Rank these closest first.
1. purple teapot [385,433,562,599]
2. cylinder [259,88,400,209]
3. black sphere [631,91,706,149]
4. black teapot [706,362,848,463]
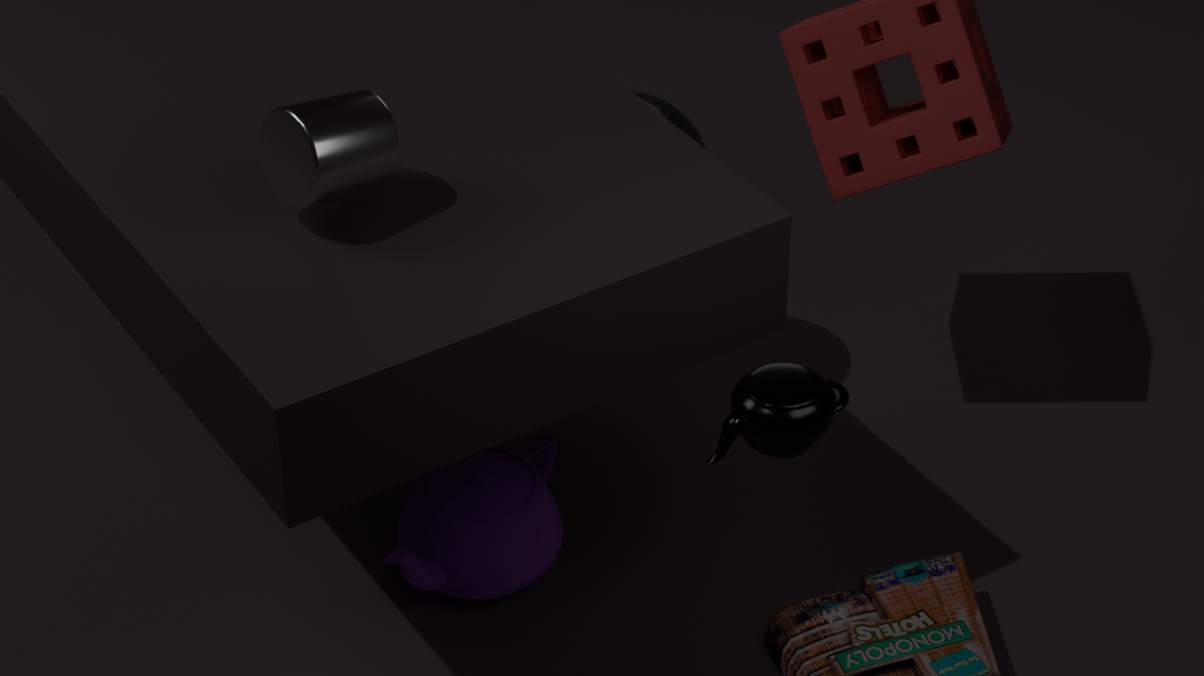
black teapot [706,362,848,463] < cylinder [259,88,400,209] < purple teapot [385,433,562,599] < black sphere [631,91,706,149]
